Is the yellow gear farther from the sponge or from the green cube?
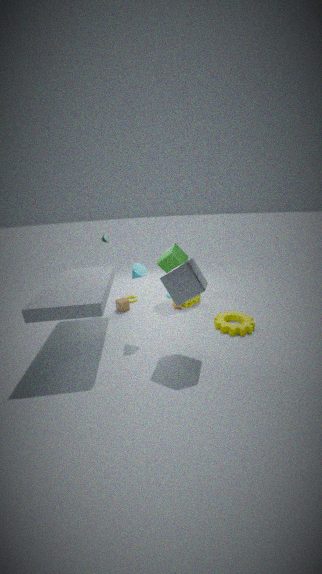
the green cube
